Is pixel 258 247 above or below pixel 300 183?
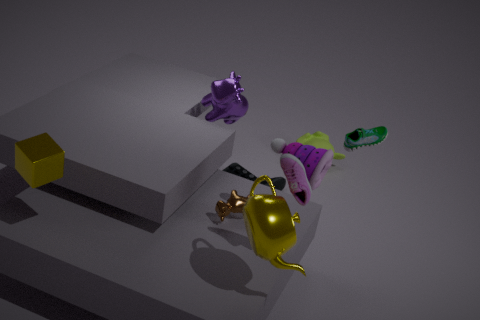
below
